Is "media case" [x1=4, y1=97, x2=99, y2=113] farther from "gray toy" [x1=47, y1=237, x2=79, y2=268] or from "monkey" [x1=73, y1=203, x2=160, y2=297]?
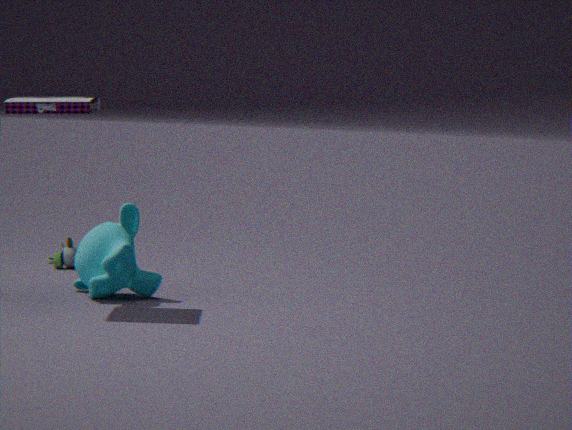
"gray toy" [x1=47, y1=237, x2=79, y2=268]
